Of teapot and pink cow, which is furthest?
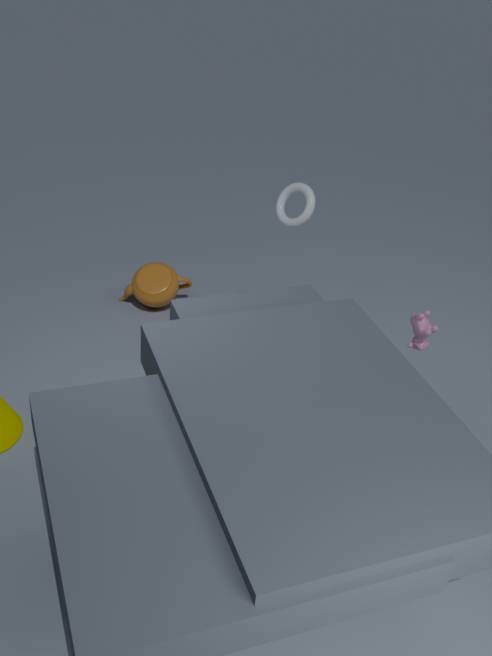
teapot
